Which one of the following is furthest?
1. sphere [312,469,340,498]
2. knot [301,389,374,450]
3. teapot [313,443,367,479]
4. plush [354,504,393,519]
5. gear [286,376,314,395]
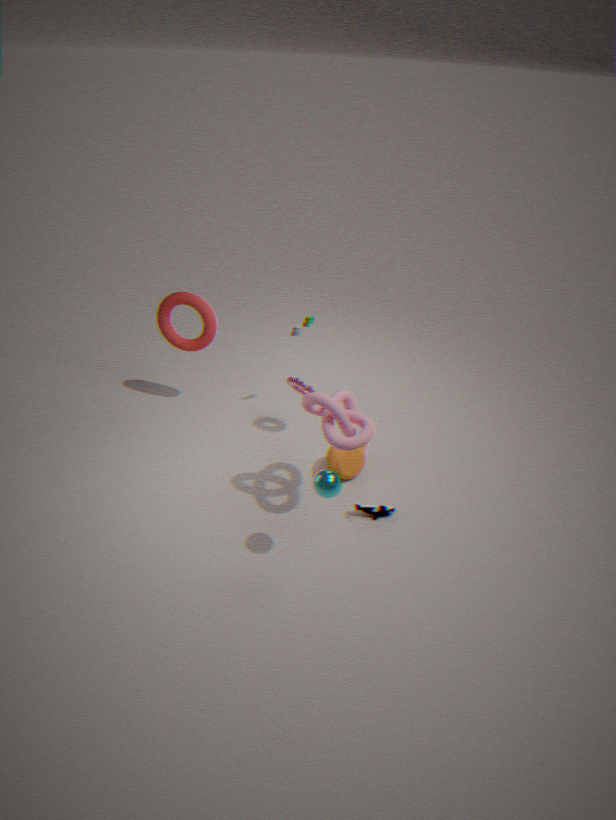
gear [286,376,314,395]
